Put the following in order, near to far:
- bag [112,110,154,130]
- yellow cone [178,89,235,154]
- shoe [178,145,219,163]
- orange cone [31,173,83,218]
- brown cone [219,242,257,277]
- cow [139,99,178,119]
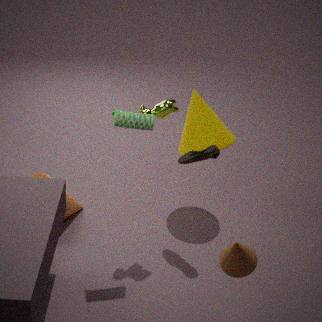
brown cone [219,242,257,277] < bag [112,110,154,130] < cow [139,99,178,119] < shoe [178,145,219,163] < yellow cone [178,89,235,154] < orange cone [31,173,83,218]
